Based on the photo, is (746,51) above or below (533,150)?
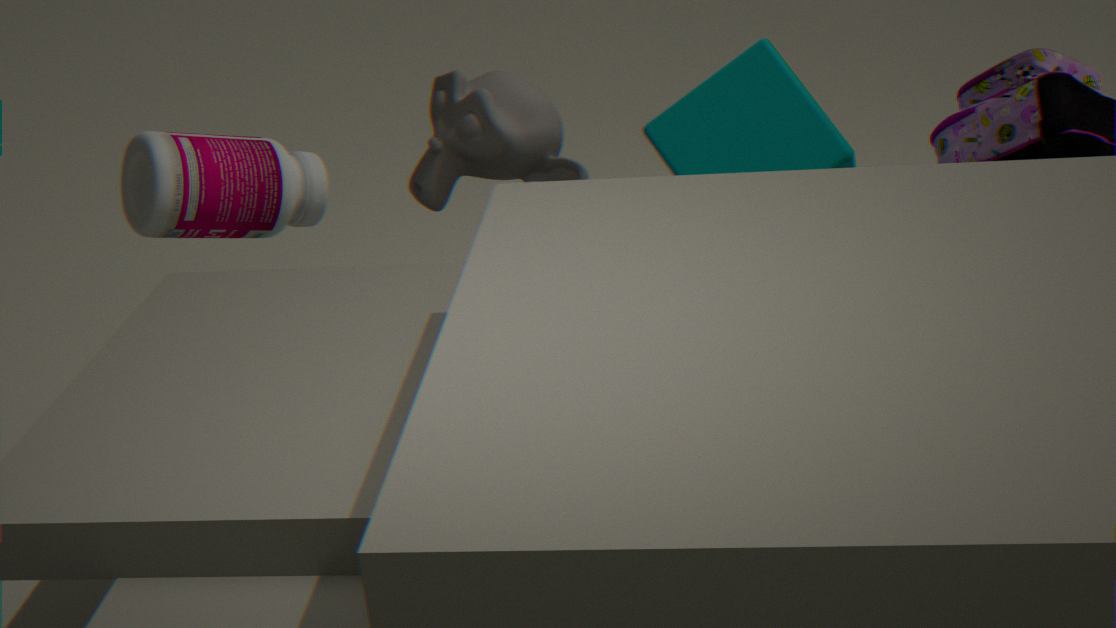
below
